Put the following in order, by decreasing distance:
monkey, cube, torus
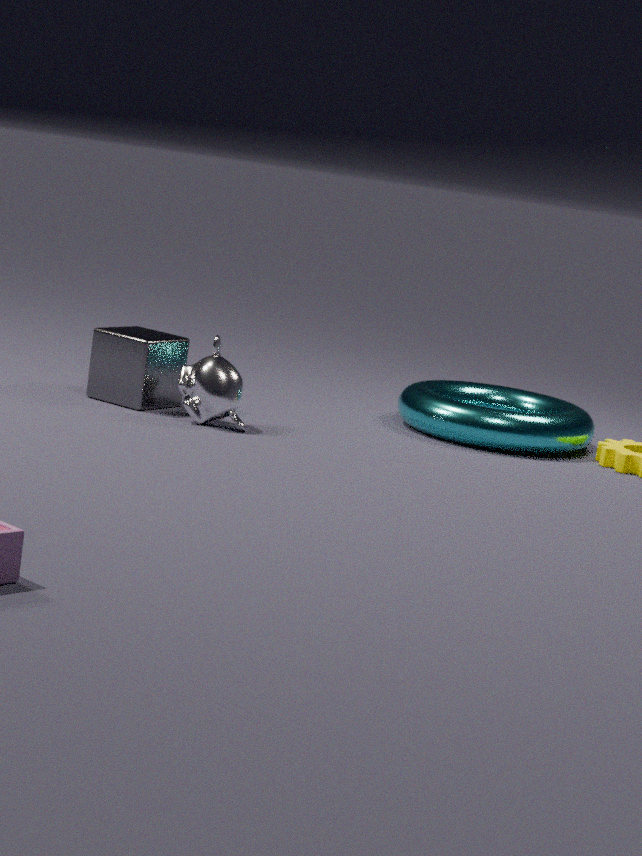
1. torus
2. cube
3. monkey
